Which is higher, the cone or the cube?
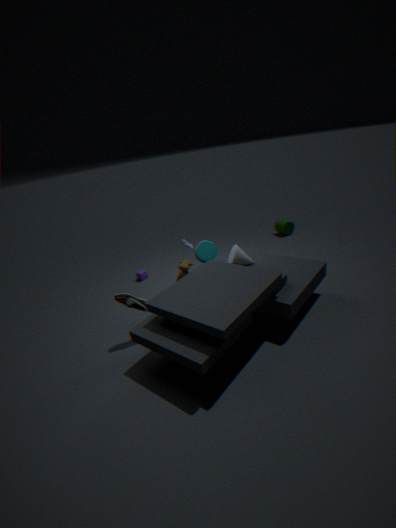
the cone
